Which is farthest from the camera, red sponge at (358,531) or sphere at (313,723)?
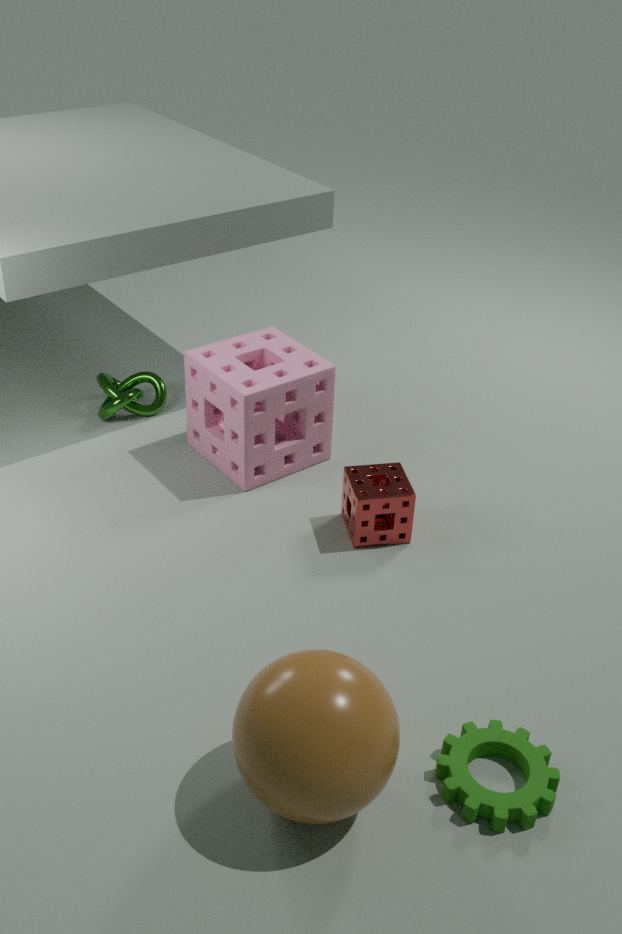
red sponge at (358,531)
